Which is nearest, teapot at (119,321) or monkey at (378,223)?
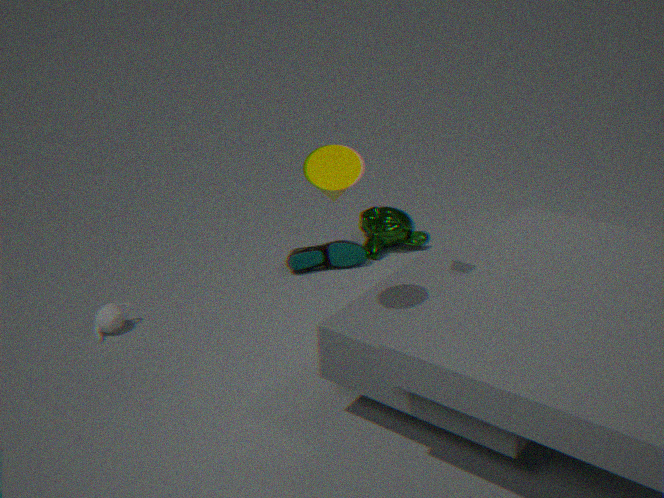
teapot at (119,321)
